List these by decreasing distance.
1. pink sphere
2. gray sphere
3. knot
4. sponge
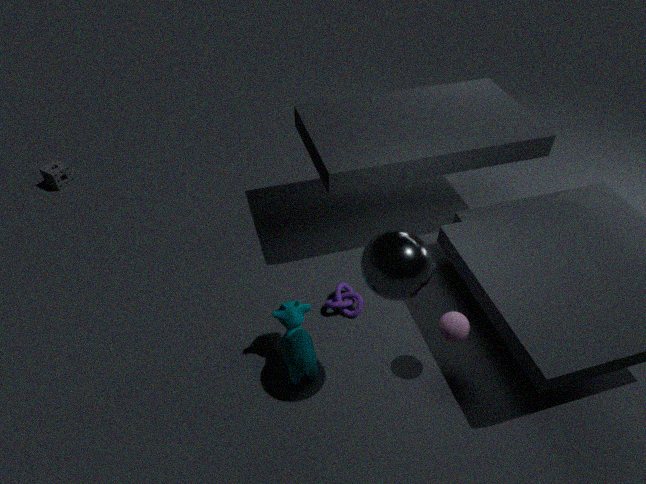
1. sponge
2. knot
3. pink sphere
4. gray sphere
